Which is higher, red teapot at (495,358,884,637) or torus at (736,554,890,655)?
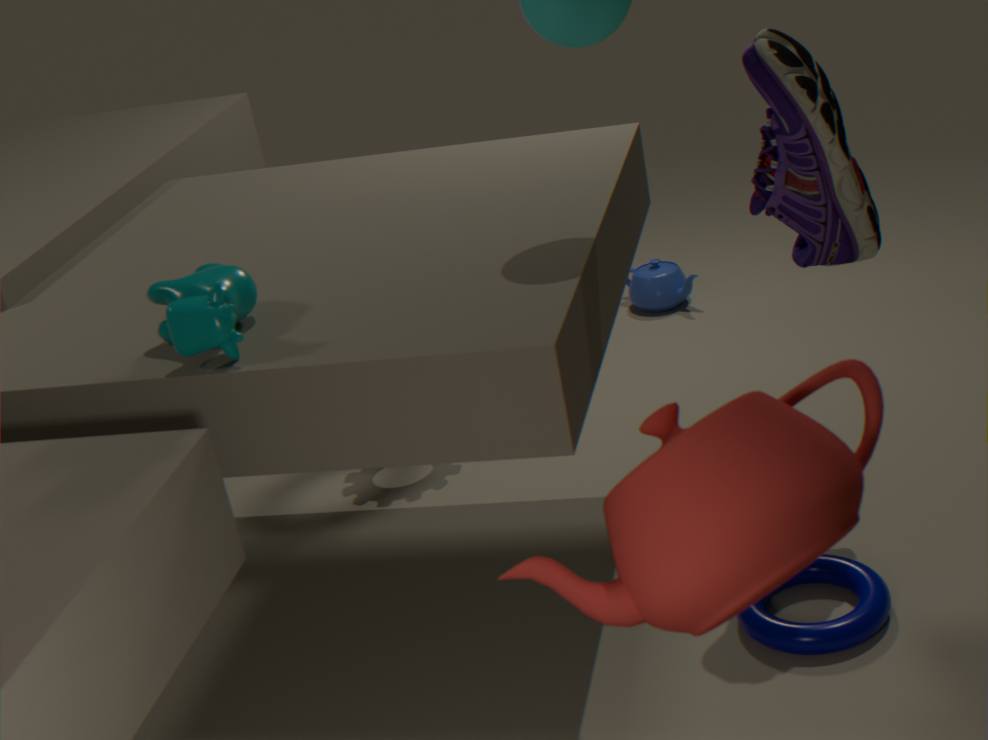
red teapot at (495,358,884,637)
